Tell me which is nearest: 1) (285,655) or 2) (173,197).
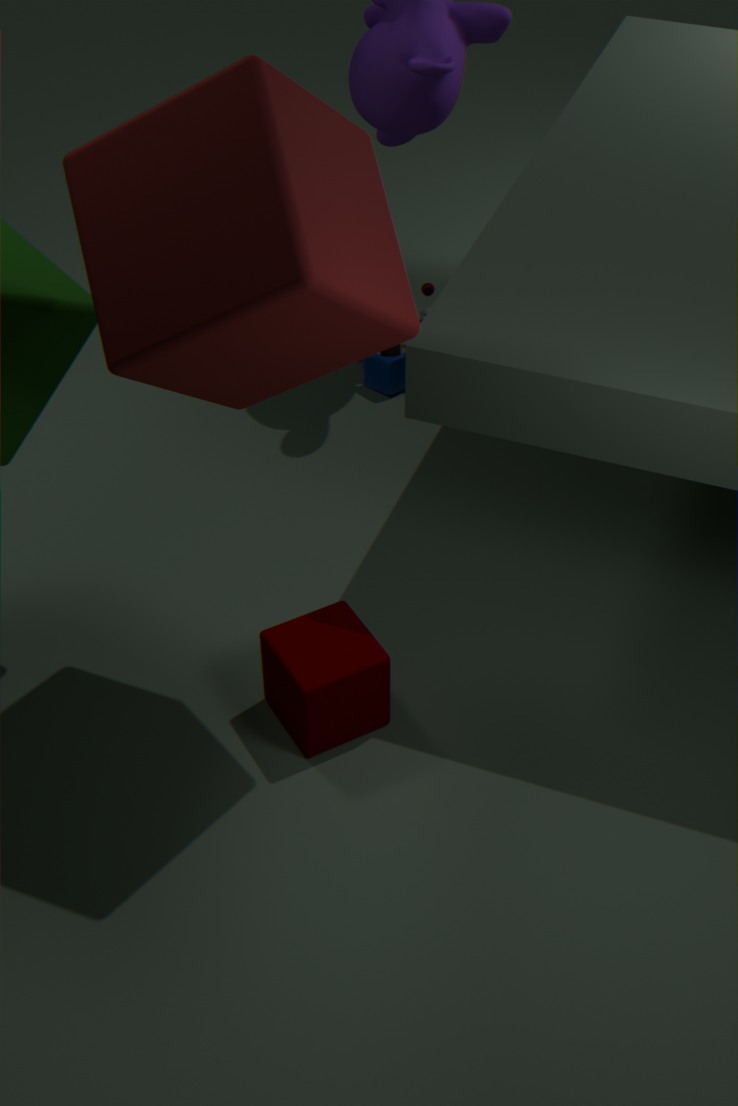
2. (173,197)
